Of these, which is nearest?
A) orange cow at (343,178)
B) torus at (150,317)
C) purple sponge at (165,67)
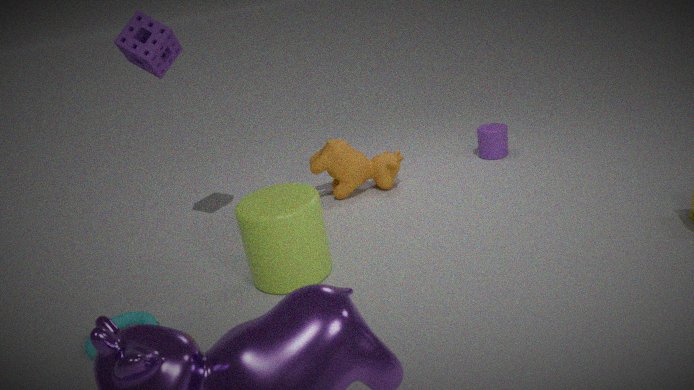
torus at (150,317)
